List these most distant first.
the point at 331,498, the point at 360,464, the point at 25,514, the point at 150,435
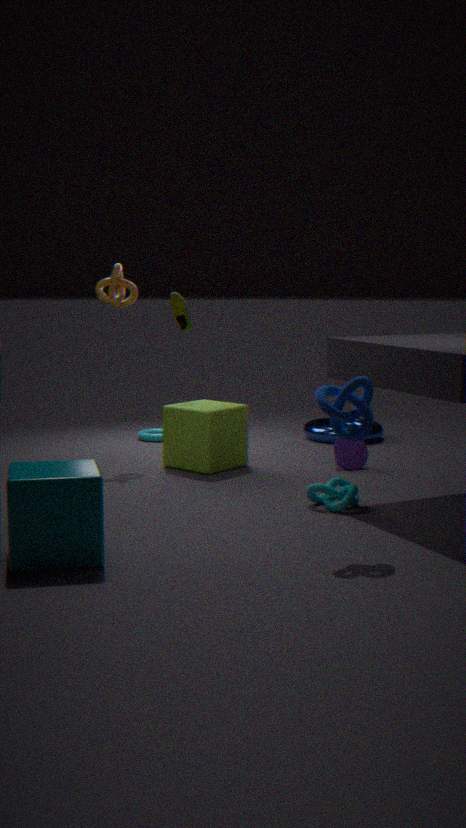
the point at 150,435, the point at 360,464, the point at 331,498, the point at 25,514
